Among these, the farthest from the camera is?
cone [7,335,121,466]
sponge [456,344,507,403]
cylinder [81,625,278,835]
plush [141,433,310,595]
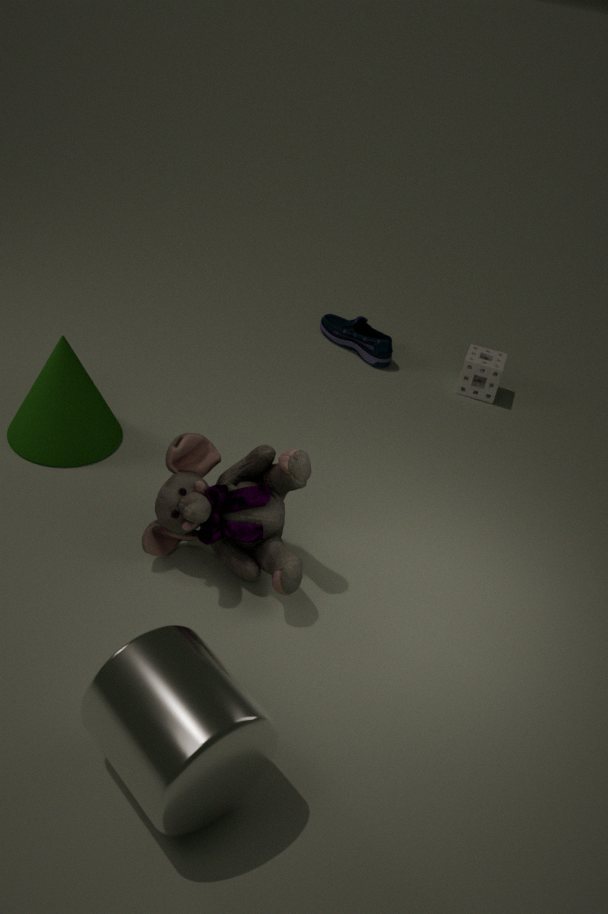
sponge [456,344,507,403]
